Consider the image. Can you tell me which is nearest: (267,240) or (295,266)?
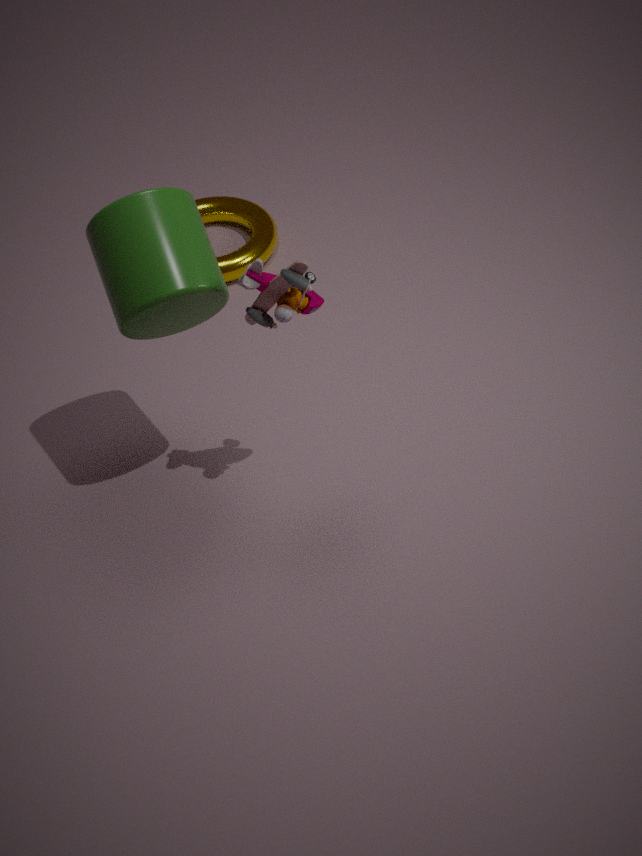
(295,266)
